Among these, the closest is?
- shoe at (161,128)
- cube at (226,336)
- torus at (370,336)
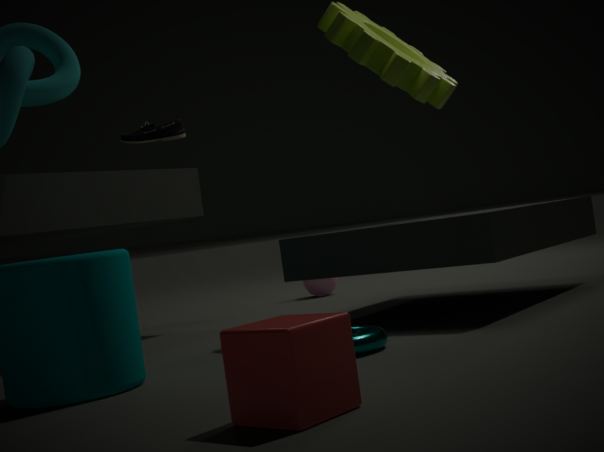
cube at (226,336)
